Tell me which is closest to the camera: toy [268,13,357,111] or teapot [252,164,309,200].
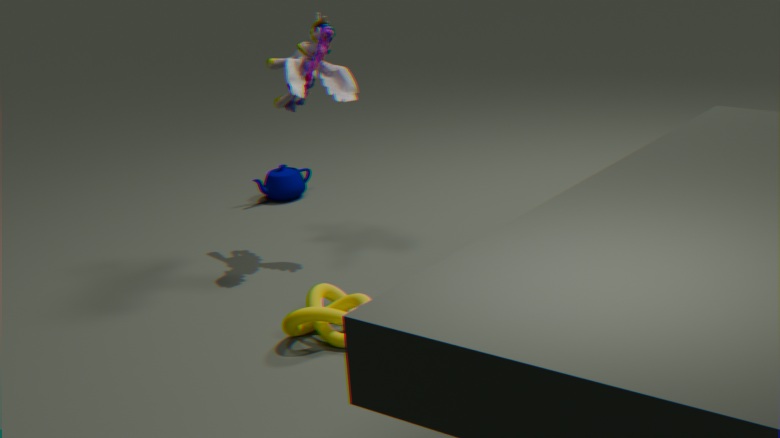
toy [268,13,357,111]
